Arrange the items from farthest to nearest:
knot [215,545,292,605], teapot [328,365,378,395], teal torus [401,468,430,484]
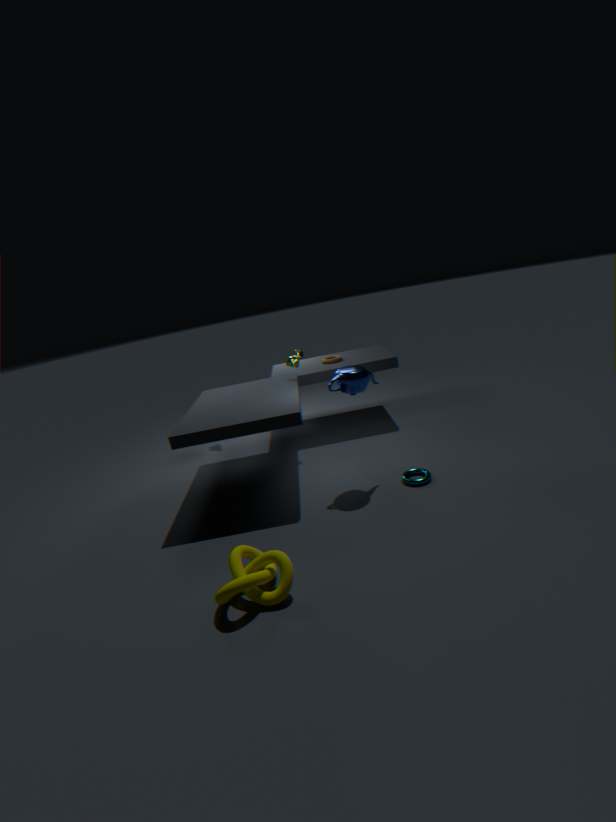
1. teapot [328,365,378,395]
2. teal torus [401,468,430,484]
3. knot [215,545,292,605]
